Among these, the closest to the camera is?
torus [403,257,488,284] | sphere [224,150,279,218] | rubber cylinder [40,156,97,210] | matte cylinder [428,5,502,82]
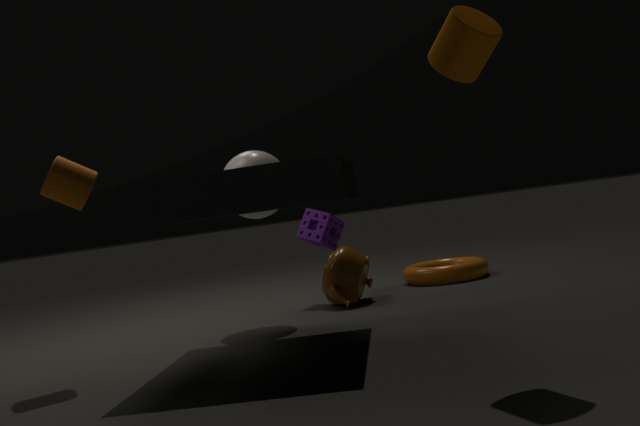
matte cylinder [428,5,502,82]
